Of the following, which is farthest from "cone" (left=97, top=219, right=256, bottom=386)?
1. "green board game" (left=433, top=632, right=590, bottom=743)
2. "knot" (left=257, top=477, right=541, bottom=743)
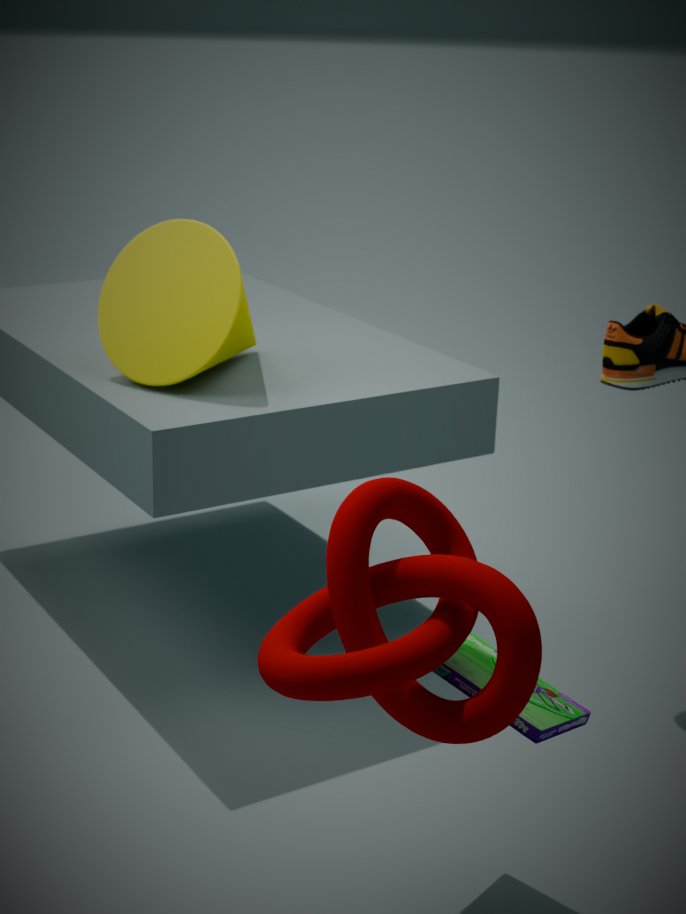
"green board game" (left=433, top=632, right=590, bottom=743)
